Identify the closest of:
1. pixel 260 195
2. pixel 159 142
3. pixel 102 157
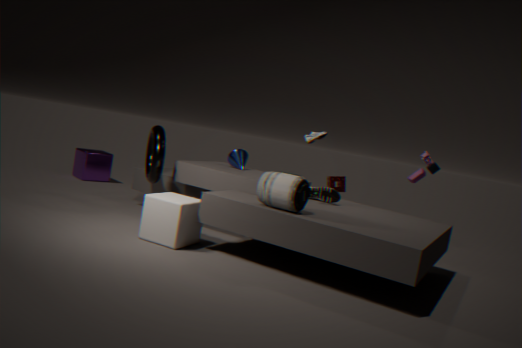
pixel 260 195
